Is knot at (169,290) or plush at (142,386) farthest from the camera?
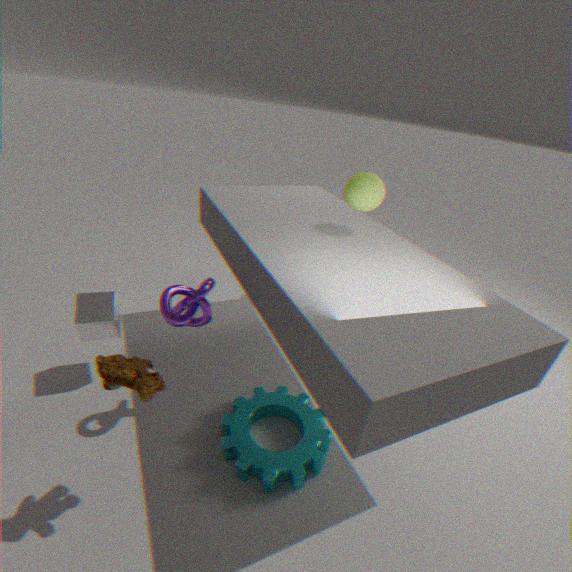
knot at (169,290)
